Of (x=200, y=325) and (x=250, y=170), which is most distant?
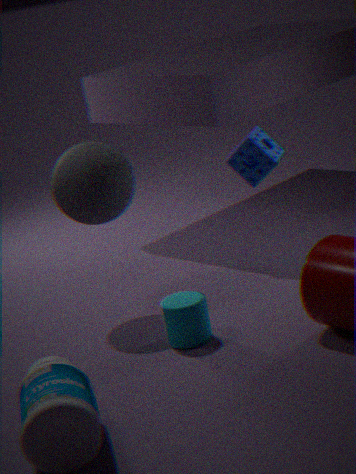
(x=250, y=170)
